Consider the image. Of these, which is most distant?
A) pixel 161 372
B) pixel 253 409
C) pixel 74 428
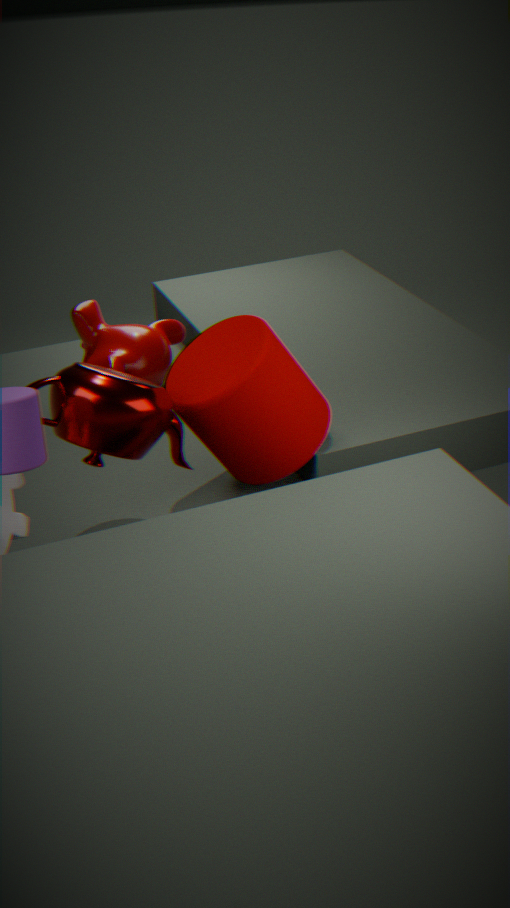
pixel 161 372
